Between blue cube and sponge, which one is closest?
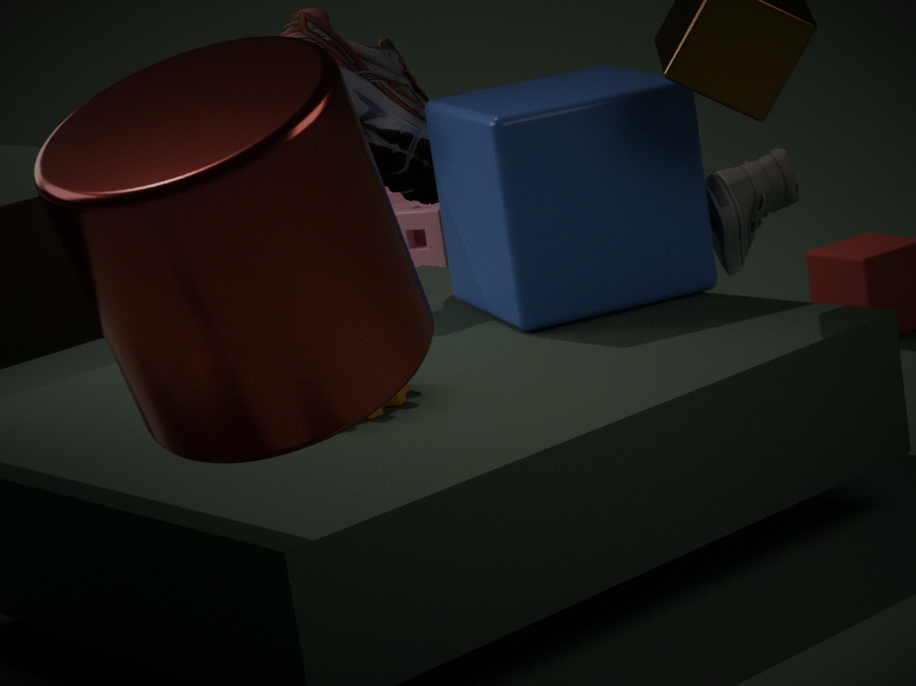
blue cube
